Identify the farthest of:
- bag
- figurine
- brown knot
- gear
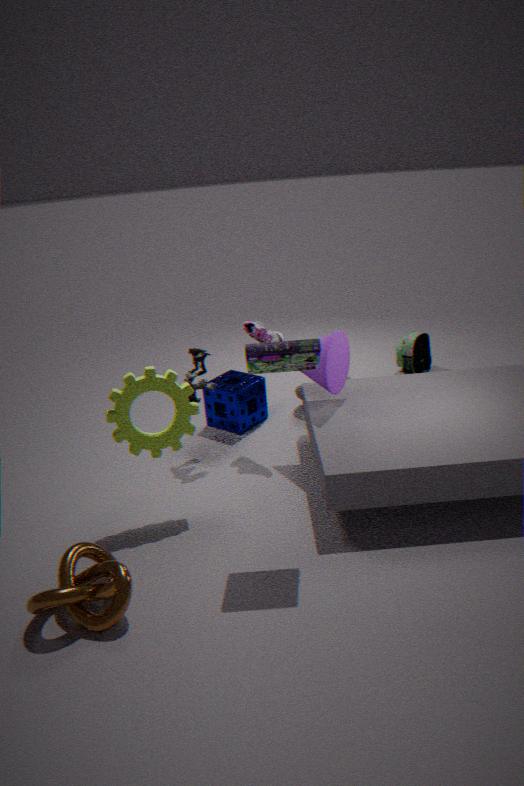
bag
